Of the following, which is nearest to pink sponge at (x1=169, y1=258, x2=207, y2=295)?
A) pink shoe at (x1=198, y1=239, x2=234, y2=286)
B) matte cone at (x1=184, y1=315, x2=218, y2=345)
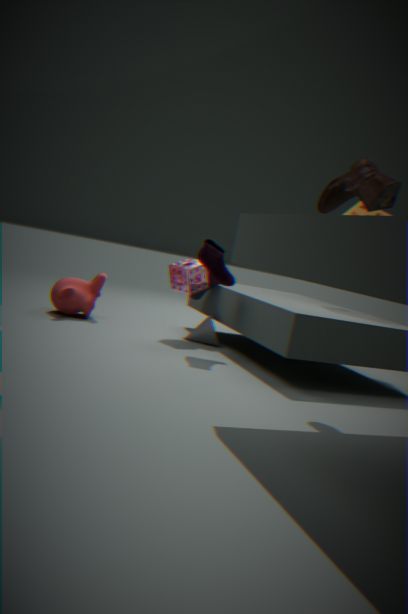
pink shoe at (x1=198, y1=239, x2=234, y2=286)
